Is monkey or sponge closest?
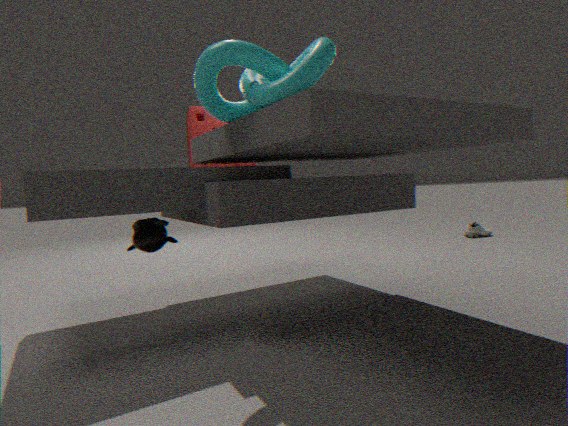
monkey
